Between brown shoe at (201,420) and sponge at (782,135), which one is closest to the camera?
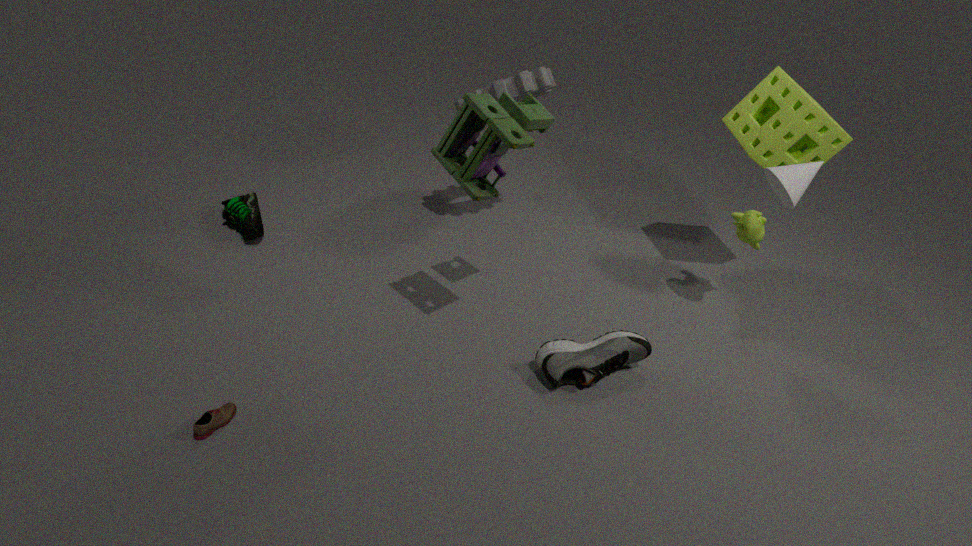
brown shoe at (201,420)
